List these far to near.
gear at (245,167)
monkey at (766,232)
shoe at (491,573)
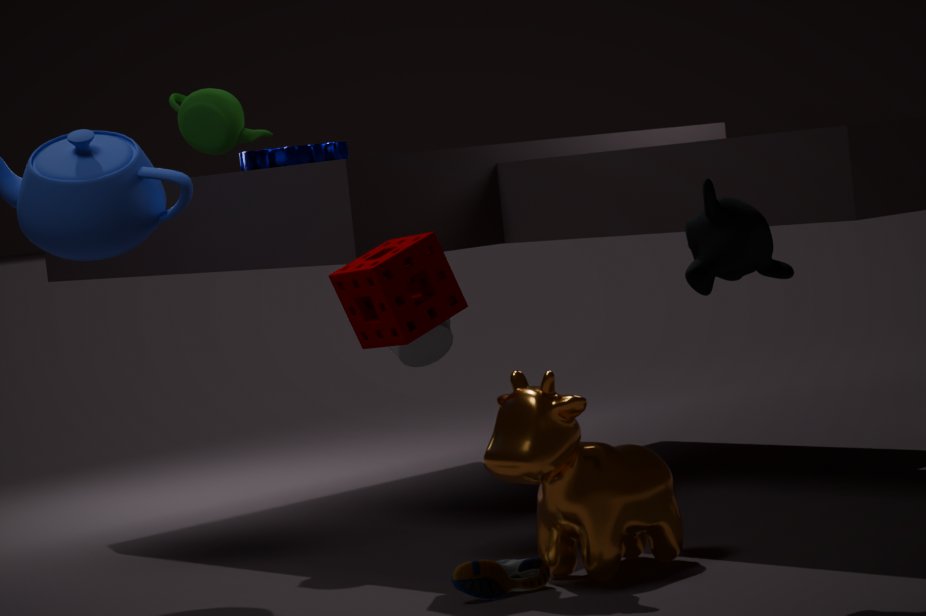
gear at (245,167) < shoe at (491,573) < monkey at (766,232)
